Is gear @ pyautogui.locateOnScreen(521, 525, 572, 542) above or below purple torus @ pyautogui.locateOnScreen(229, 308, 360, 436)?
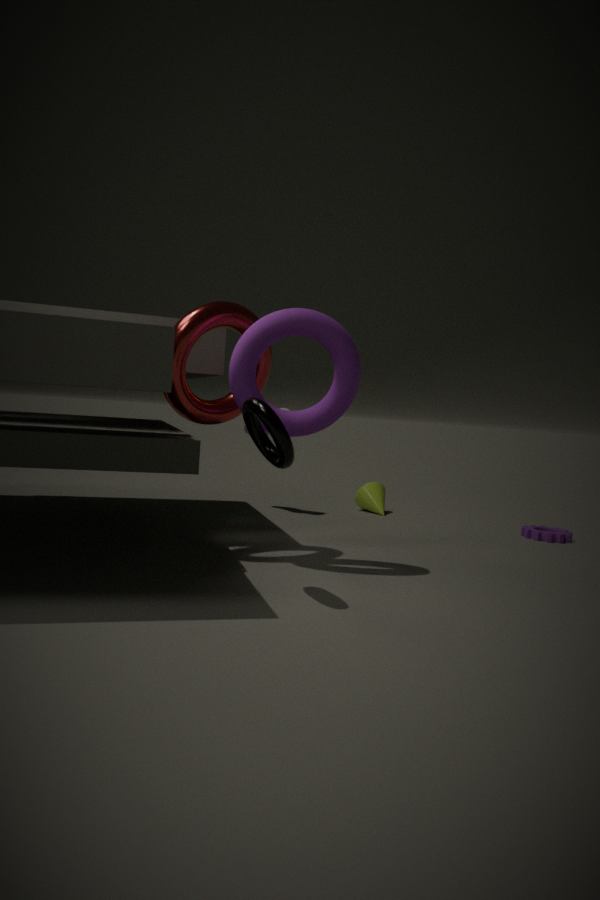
below
